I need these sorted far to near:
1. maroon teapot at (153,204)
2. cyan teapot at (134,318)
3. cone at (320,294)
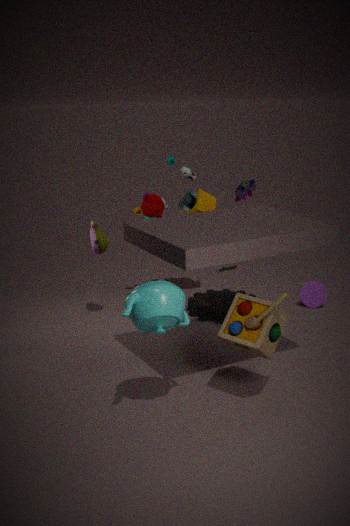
1. cone at (320,294)
2. maroon teapot at (153,204)
3. cyan teapot at (134,318)
